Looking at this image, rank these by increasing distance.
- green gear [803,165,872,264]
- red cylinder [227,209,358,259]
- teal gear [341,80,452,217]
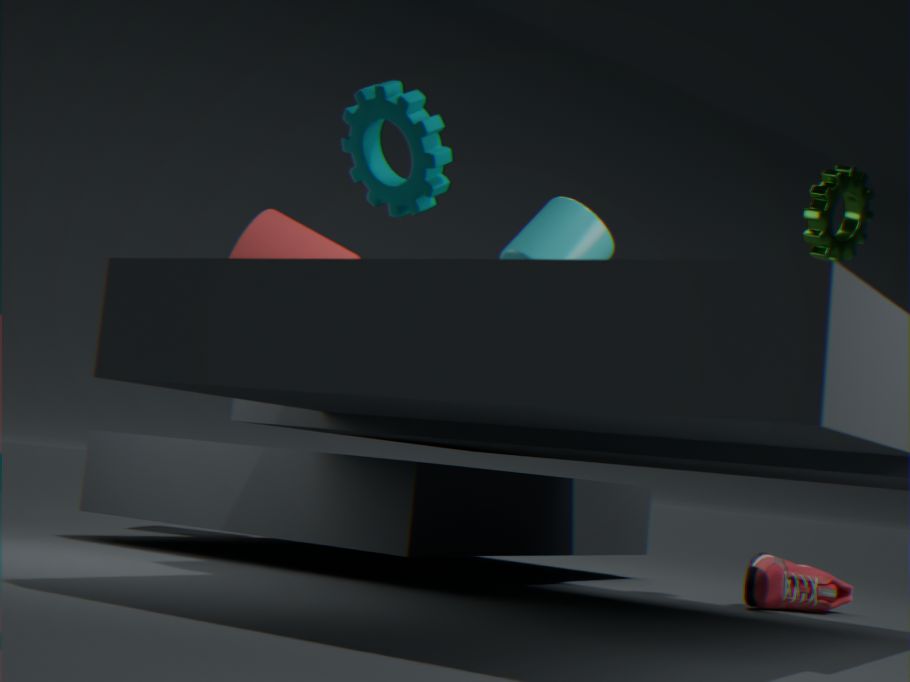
teal gear [341,80,452,217]
green gear [803,165,872,264]
red cylinder [227,209,358,259]
